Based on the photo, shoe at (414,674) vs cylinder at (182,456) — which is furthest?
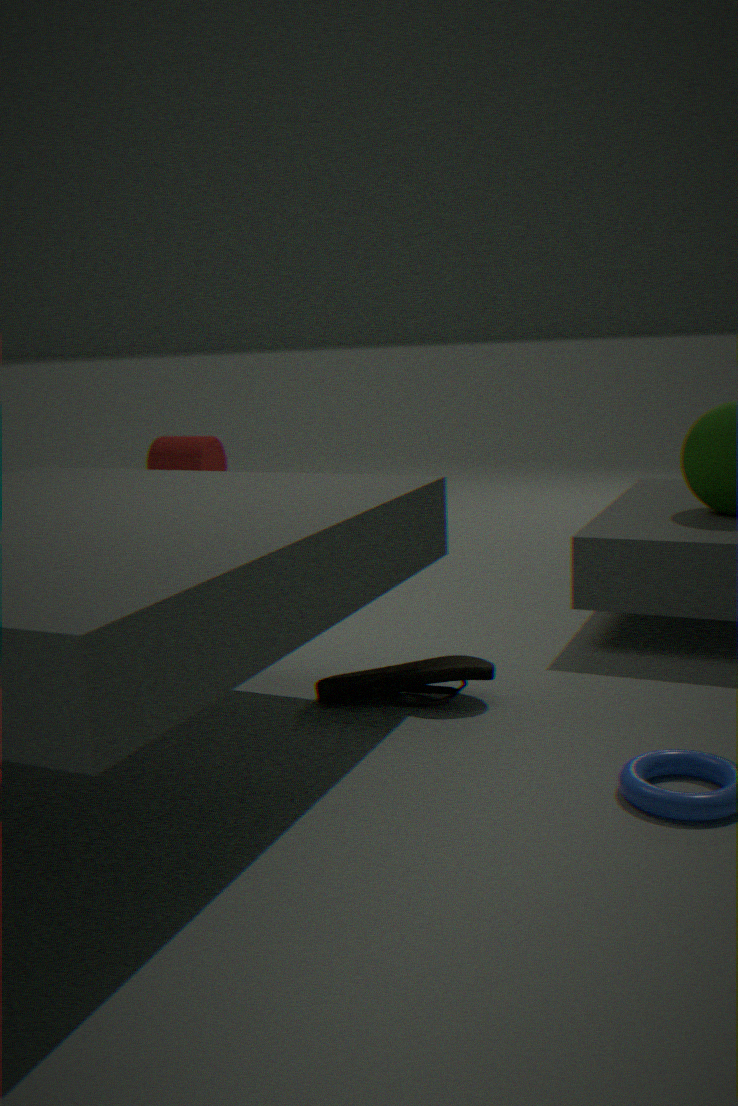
cylinder at (182,456)
